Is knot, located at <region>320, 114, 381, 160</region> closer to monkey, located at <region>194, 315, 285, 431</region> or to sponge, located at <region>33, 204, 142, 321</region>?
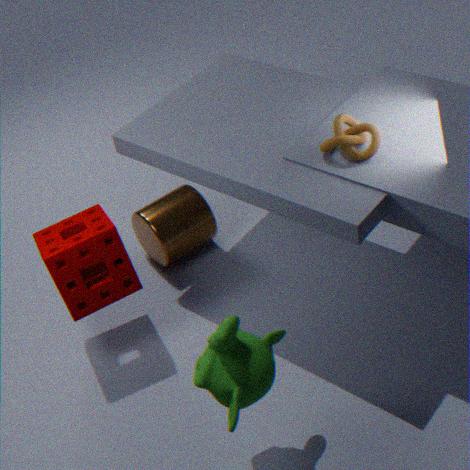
monkey, located at <region>194, 315, 285, 431</region>
